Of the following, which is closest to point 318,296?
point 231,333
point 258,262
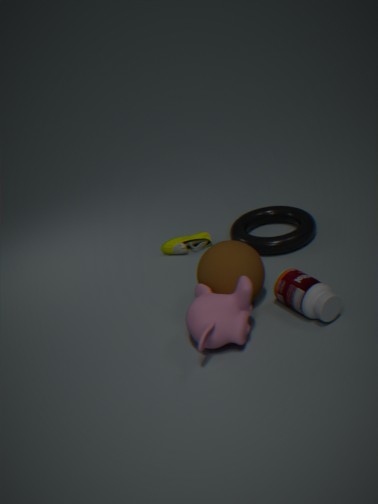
point 258,262
